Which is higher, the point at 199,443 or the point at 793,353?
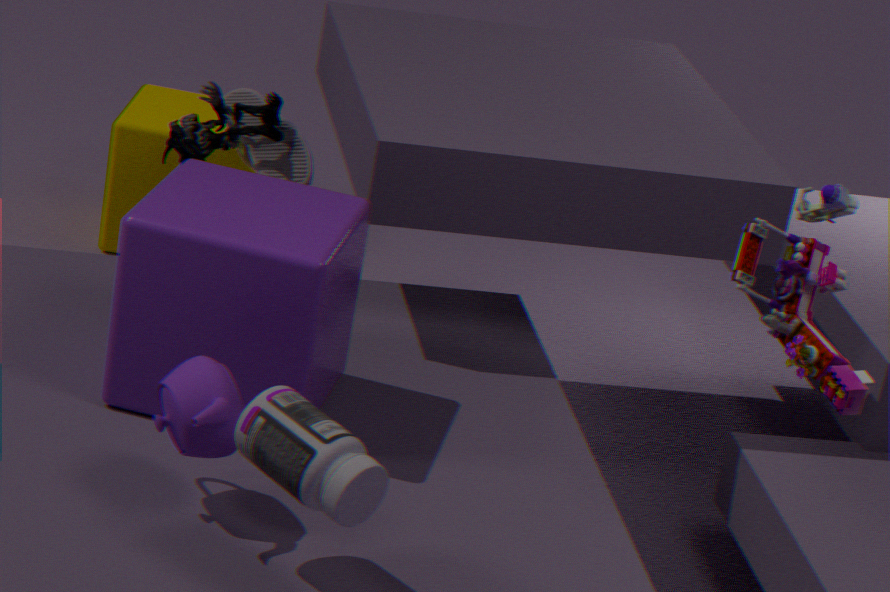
the point at 793,353
